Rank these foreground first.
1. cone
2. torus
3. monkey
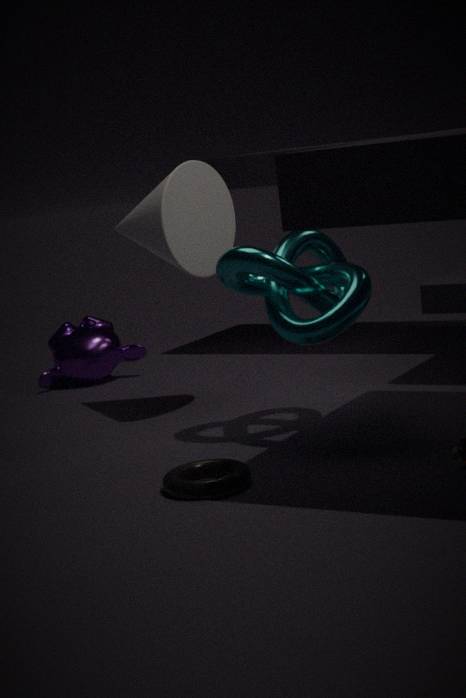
1. torus
2. cone
3. monkey
